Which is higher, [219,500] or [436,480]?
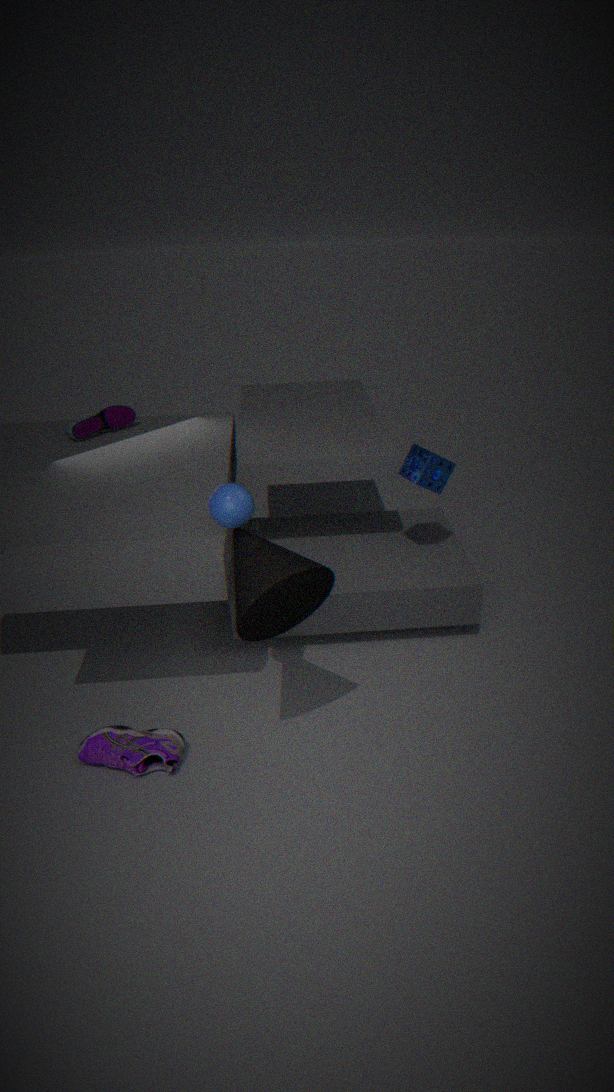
[219,500]
